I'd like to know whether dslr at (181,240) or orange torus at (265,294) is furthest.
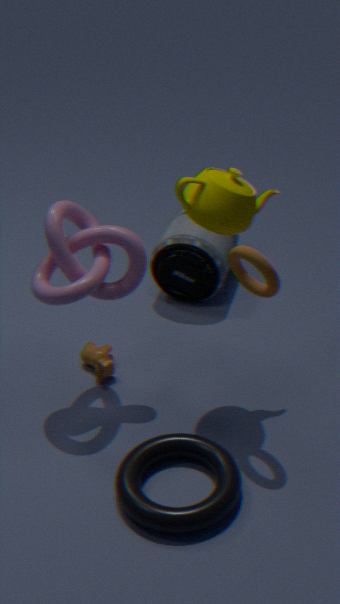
dslr at (181,240)
